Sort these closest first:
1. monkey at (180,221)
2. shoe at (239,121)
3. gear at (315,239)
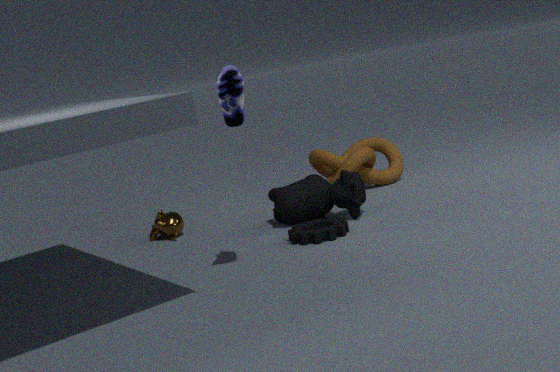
1. shoe at (239,121)
2. gear at (315,239)
3. monkey at (180,221)
